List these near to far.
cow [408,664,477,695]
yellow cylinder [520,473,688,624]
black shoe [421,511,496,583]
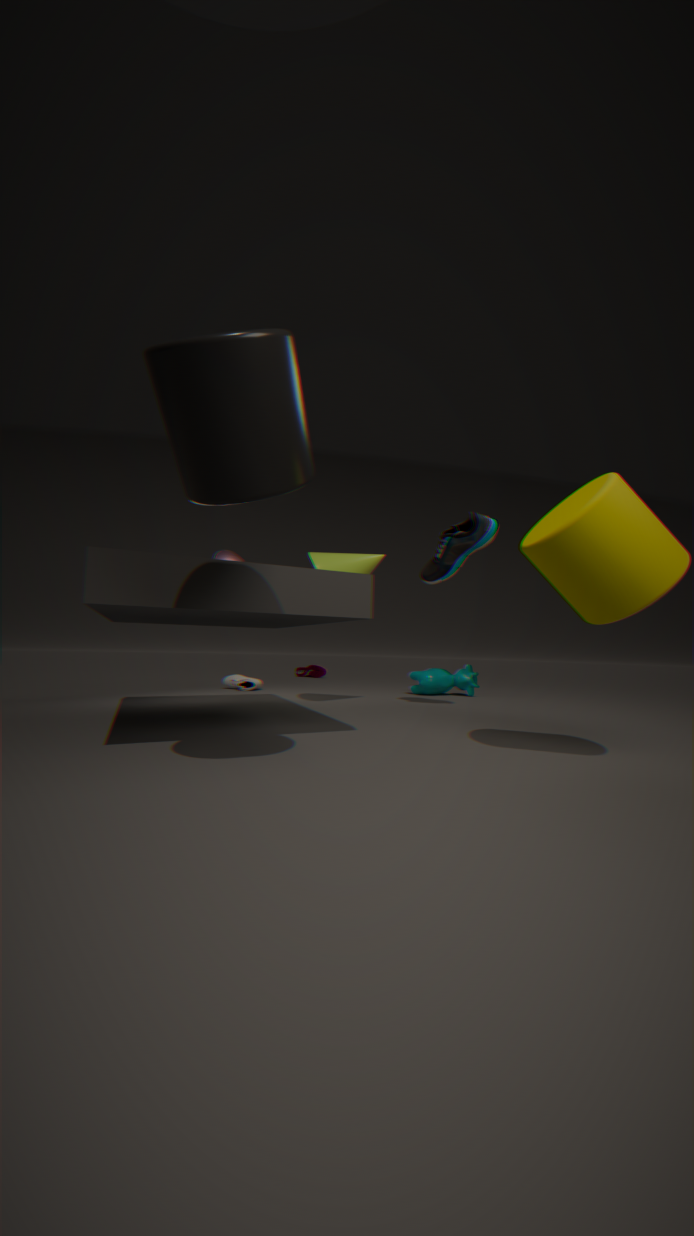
yellow cylinder [520,473,688,624]
black shoe [421,511,496,583]
cow [408,664,477,695]
